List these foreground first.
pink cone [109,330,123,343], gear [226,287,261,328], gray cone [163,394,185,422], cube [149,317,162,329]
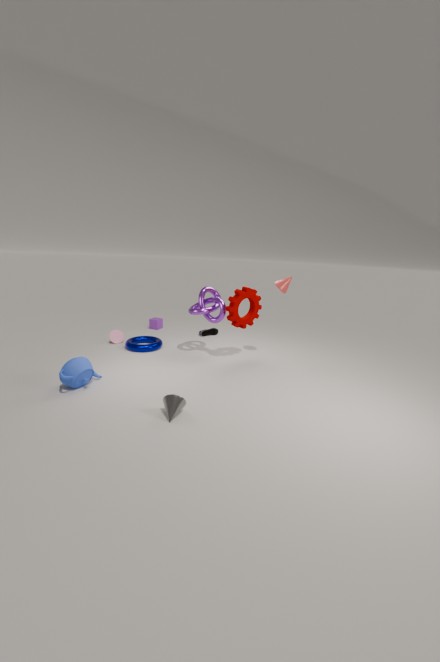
gray cone [163,394,185,422] → gear [226,287,261,328] → pink cone [109,330,123,343] → cube [149,317,162,329]
